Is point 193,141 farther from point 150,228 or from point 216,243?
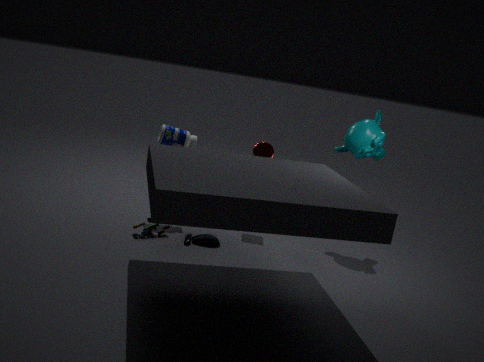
point 216,243
